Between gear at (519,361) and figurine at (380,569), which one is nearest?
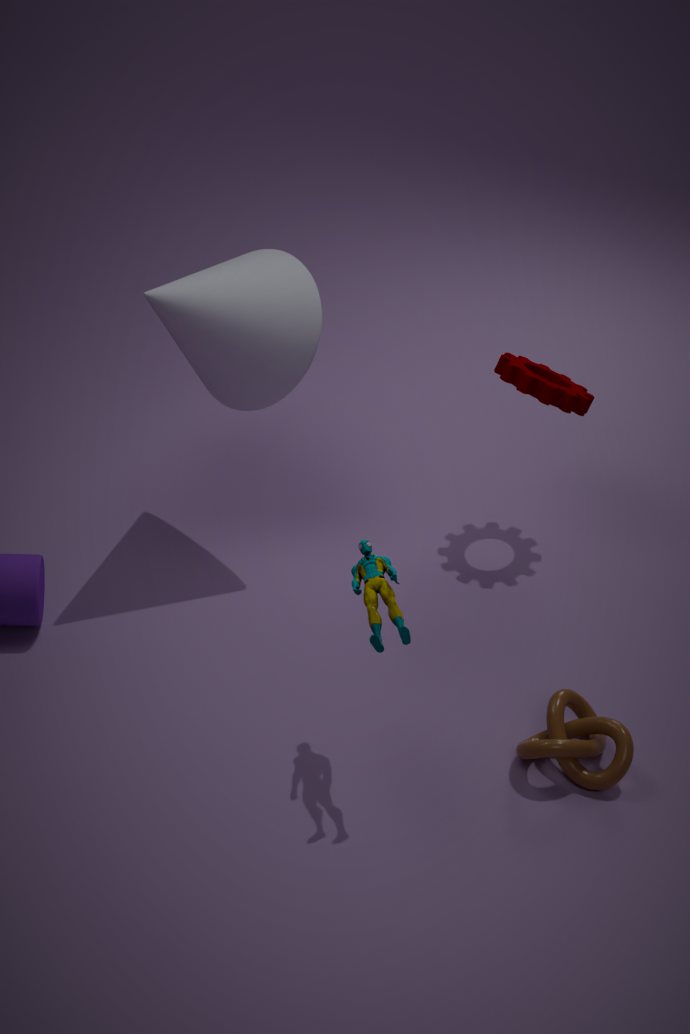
figurine at (380,569)
